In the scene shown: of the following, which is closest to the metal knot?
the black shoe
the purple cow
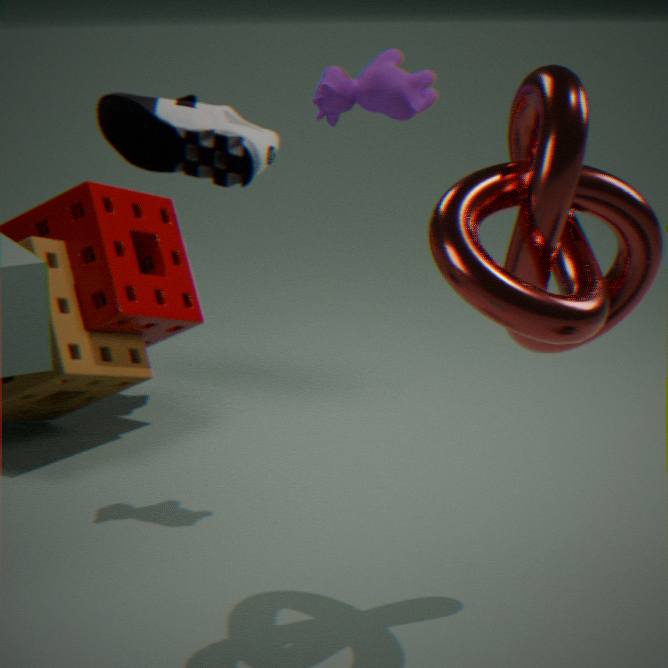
the purple cow
